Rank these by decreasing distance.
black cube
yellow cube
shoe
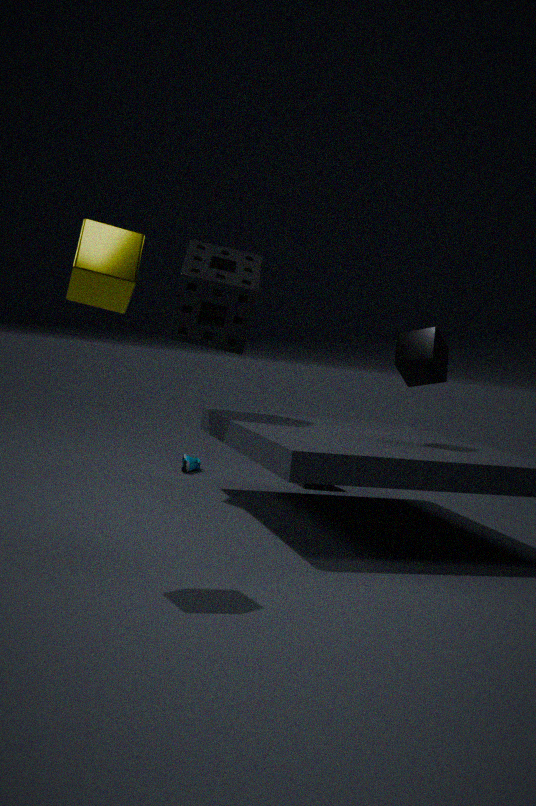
shoe
black cube
yellow cube
